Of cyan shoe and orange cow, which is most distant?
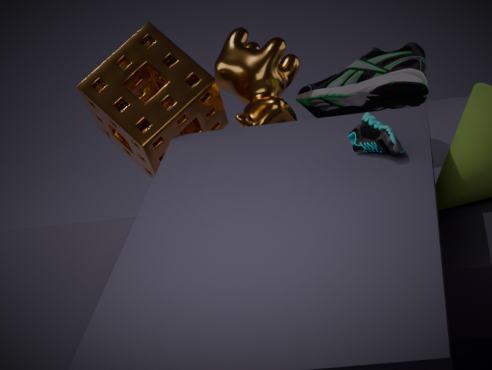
orange cow
